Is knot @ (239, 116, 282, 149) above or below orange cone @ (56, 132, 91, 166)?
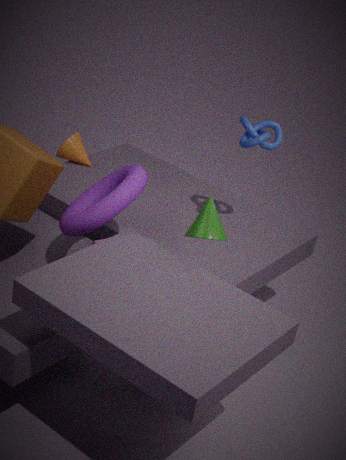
above
